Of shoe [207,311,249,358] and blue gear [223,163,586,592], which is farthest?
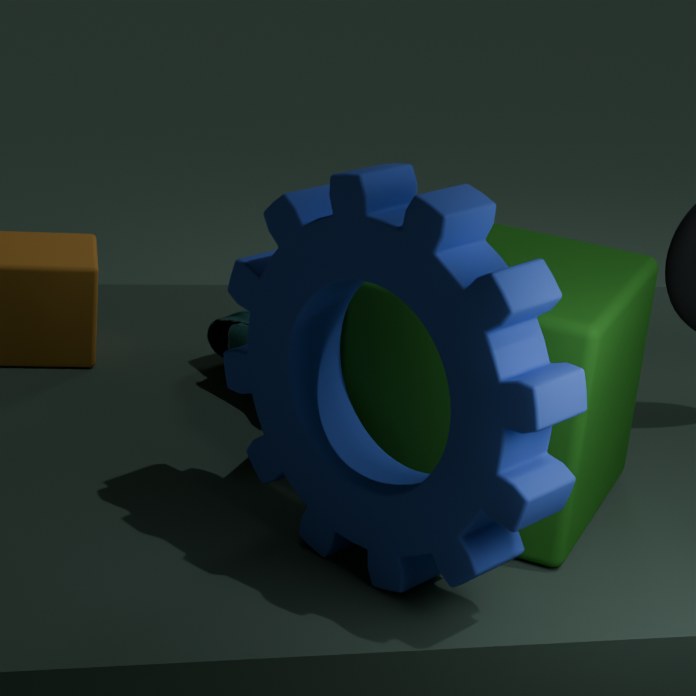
shoe [207,311,249,358]
